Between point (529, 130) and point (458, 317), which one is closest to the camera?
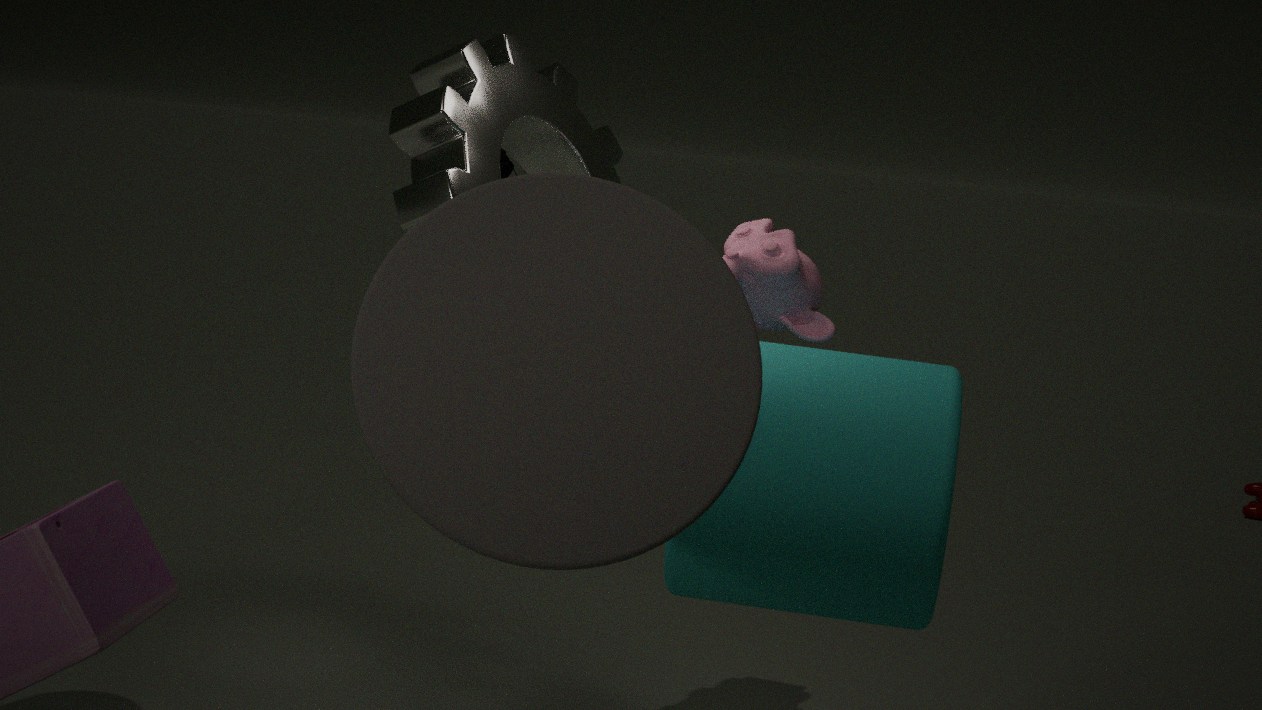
point (458, 317)
